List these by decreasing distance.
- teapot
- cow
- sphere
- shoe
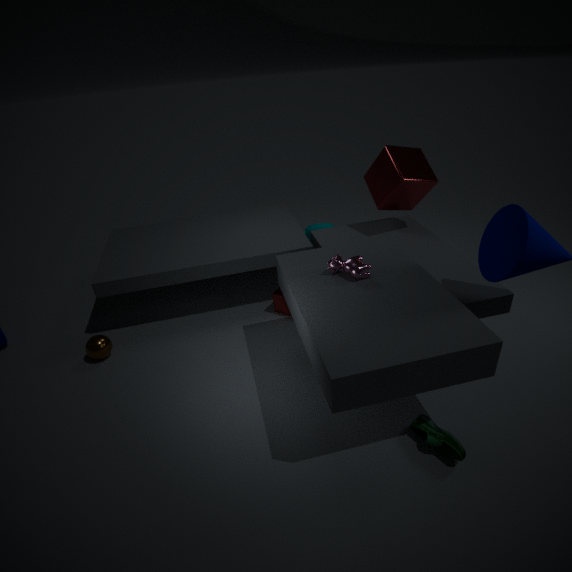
teapot, sphere, cow, shoe
